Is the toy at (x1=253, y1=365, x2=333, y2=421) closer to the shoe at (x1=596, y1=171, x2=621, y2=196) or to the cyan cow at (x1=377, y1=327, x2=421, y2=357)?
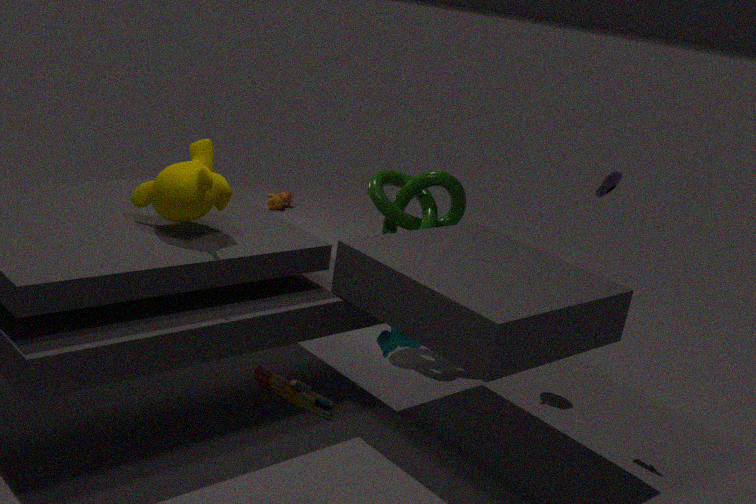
the cyan cow at (x1=377, y1=327, x2=421, y2=357)
